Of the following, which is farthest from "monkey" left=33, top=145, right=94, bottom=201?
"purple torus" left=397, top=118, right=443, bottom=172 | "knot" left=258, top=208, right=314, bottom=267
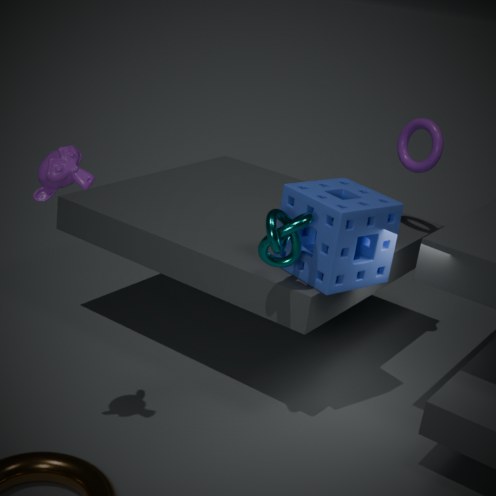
"purple torus" left=397, top=118, right=443, bottom=172
